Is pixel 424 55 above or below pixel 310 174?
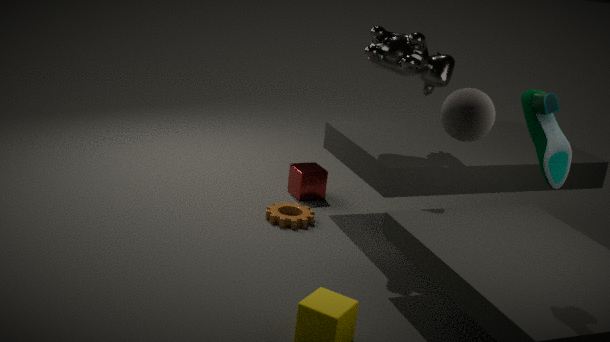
above
